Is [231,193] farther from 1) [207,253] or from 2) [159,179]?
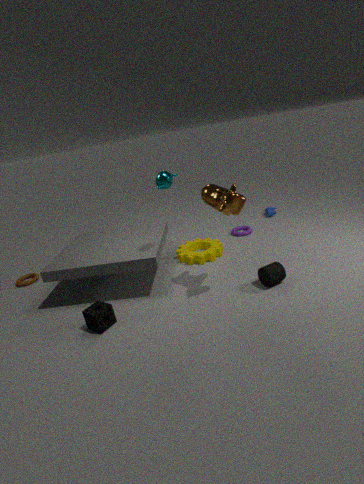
1) [207,253]
